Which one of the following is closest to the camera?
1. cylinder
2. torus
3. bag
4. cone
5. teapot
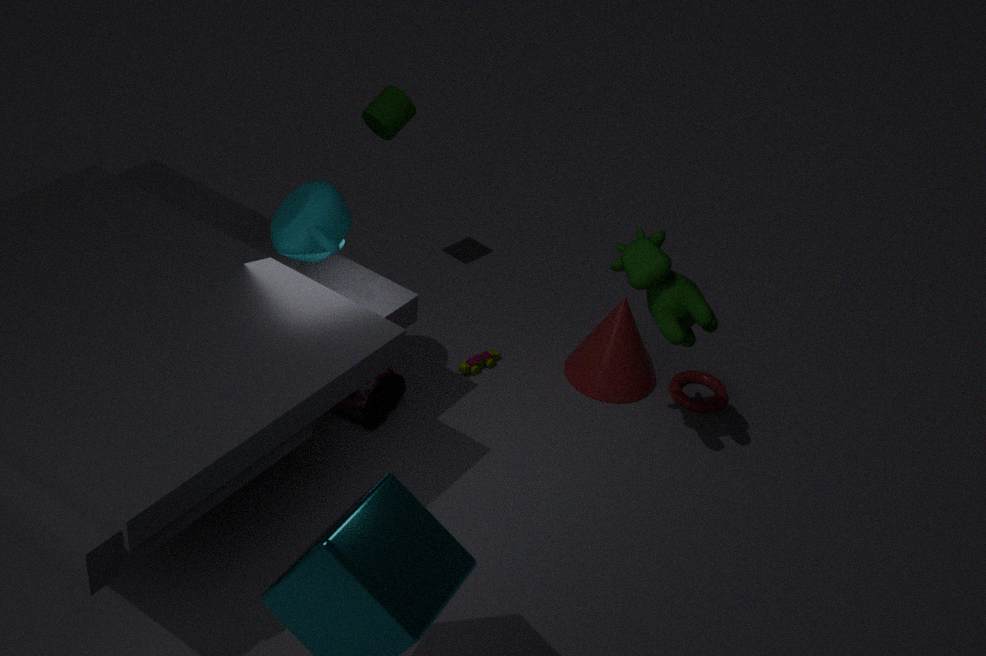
teapot
